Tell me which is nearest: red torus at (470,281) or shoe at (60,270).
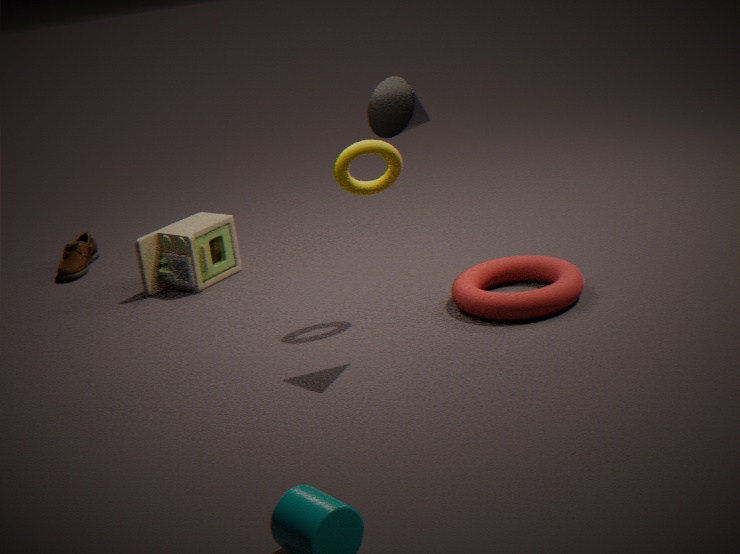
red torus at (470,281)
